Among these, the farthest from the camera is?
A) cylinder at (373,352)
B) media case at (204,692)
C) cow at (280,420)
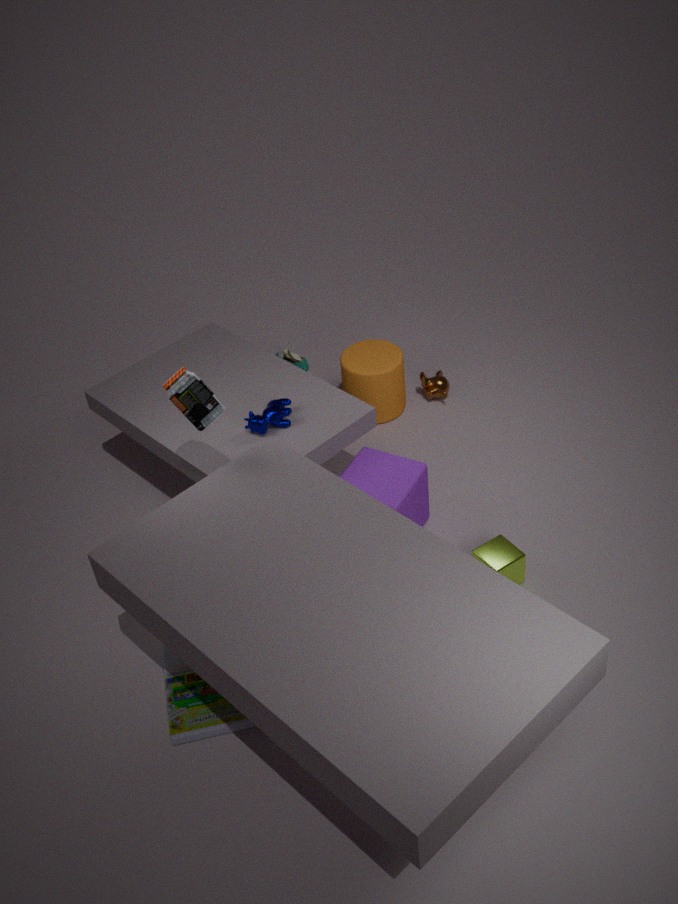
cylinder at (373,352)
